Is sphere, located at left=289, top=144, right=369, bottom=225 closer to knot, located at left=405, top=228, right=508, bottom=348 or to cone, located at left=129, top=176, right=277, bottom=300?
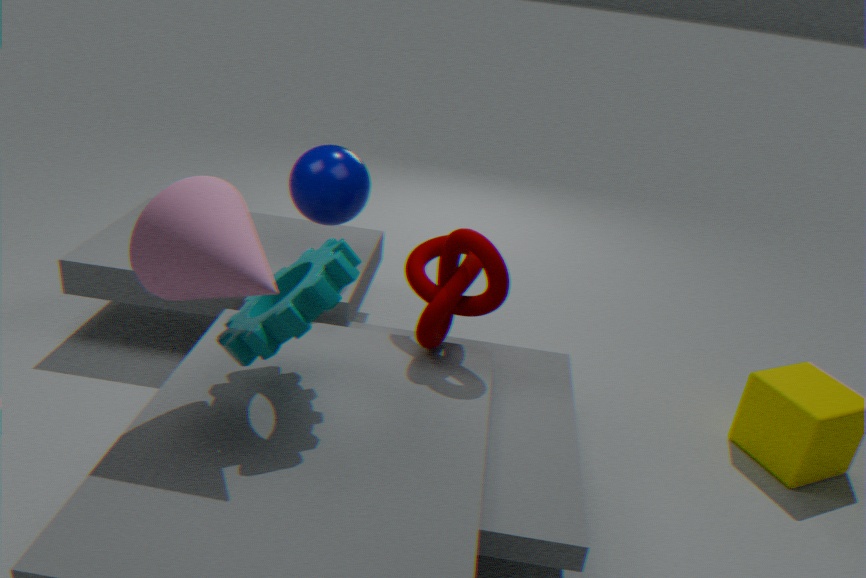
knot, located at left=405, top=228, right=508, bottom=348
